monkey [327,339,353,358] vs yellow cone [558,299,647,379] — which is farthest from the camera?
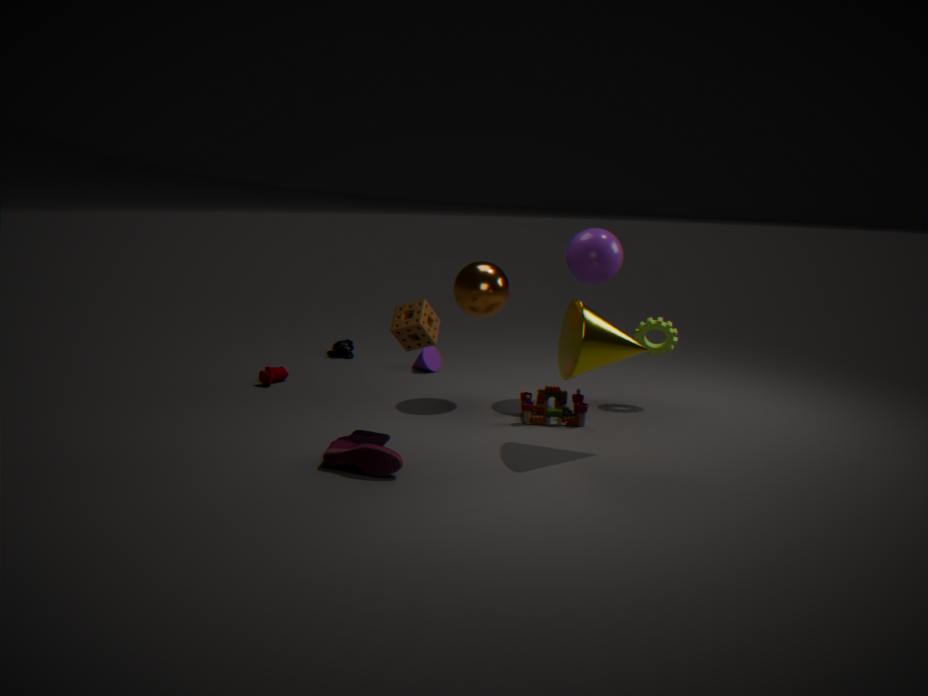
monkey [327,339,353,358]
